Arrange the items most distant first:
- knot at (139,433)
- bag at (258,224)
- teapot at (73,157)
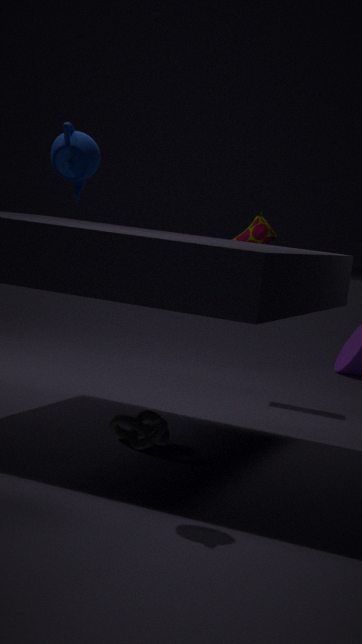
bag at (258,224) < knot at (139,433) < teapot at (73,157)
